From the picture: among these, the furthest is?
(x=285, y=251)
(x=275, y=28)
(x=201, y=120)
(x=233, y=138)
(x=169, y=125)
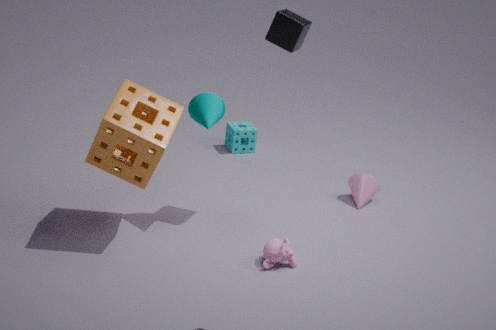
(x=233, y=138)
